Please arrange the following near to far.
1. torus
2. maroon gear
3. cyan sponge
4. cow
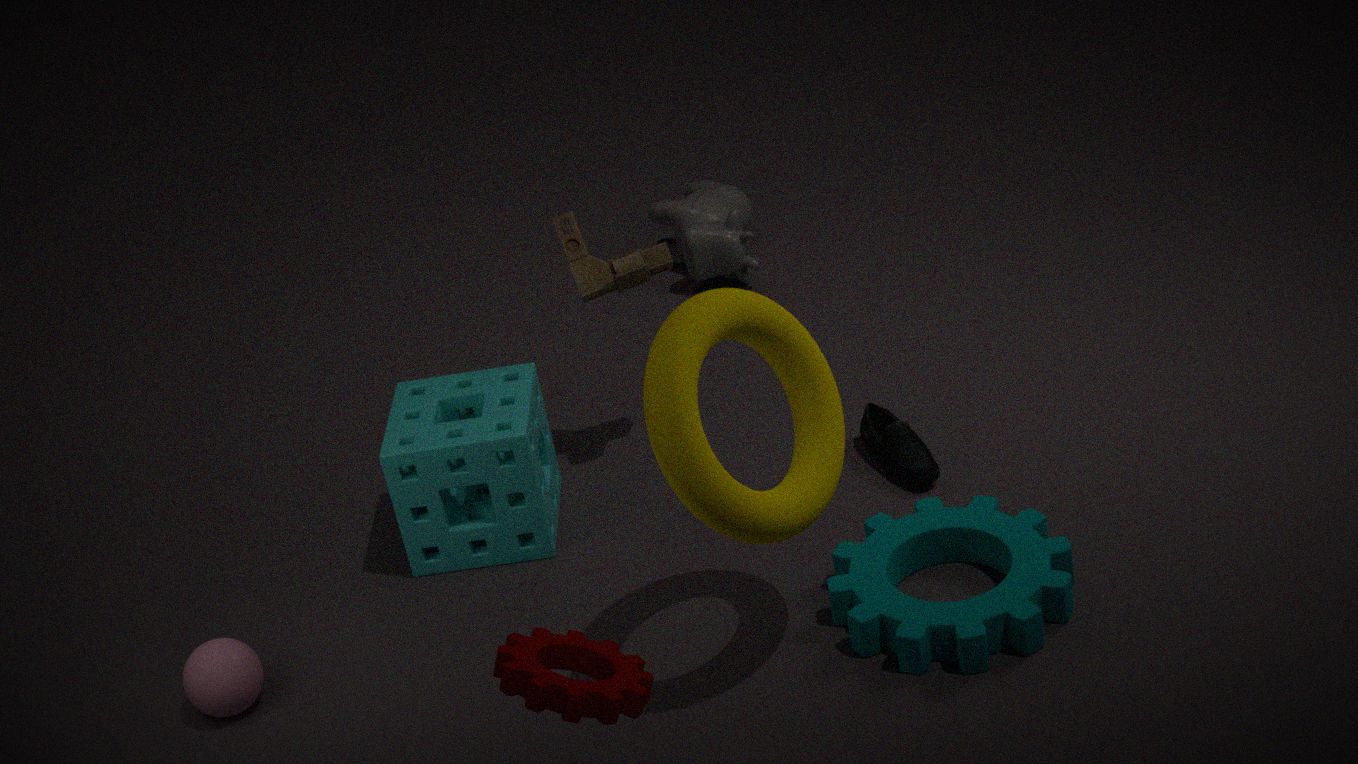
maroon gear < torus < cyan sponge < cow
